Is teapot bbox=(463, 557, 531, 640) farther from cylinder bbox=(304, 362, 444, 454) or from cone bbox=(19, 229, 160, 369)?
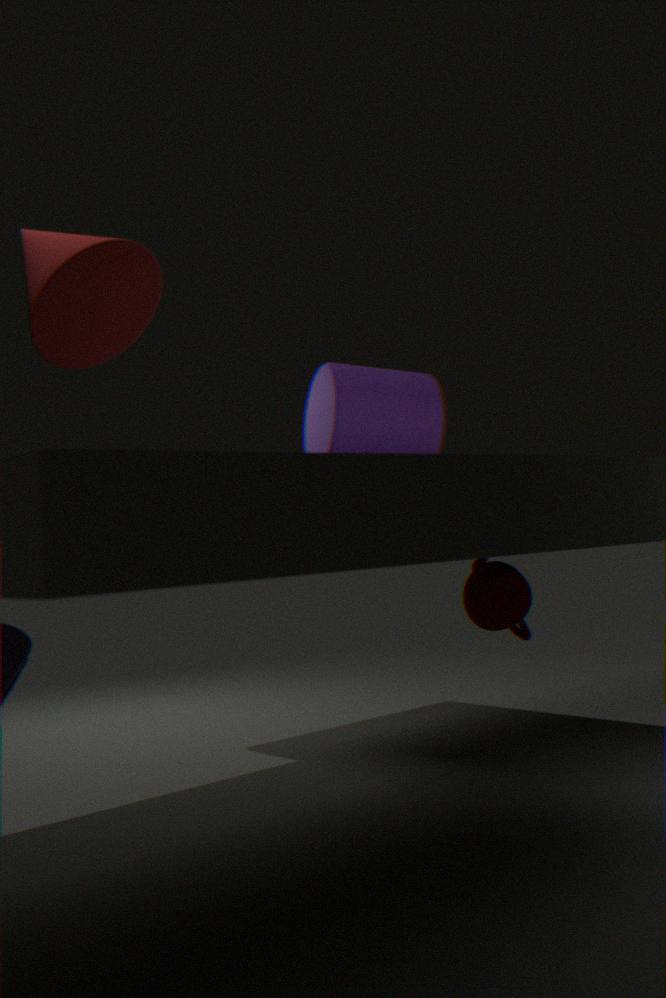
cone bbox=(19, 229, 160, 369)
